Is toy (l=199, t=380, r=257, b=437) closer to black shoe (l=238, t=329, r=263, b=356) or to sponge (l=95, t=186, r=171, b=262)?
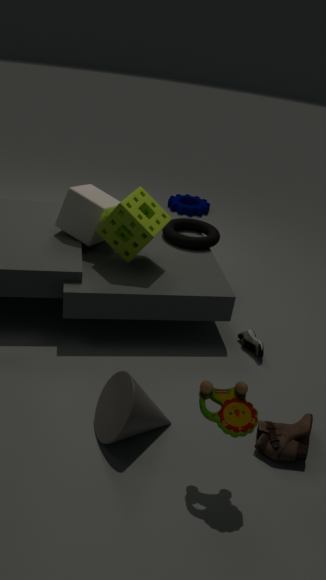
black shoe (l=238, t=329, r=263, b=356)
